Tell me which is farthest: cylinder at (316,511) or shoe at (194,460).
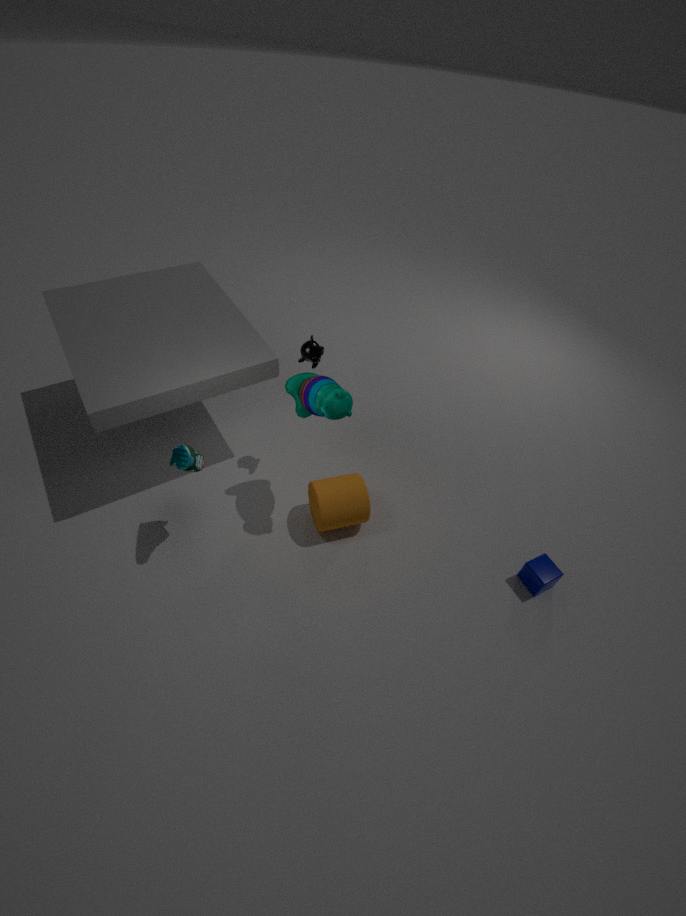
cylinder at (316,511)
